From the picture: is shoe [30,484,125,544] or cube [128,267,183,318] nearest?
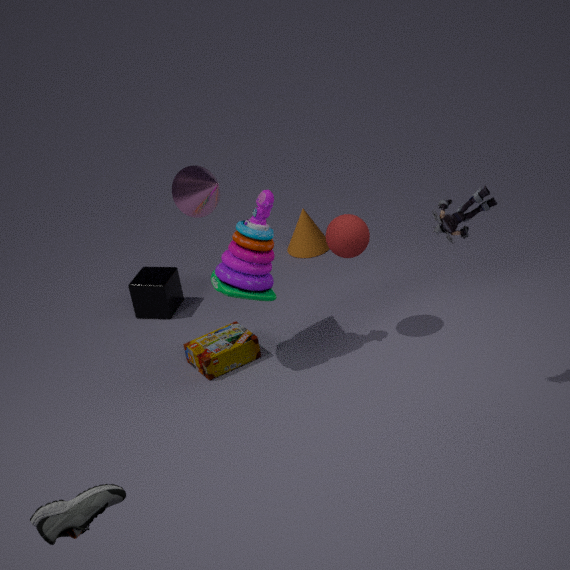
shoe [30,484,125,544]
